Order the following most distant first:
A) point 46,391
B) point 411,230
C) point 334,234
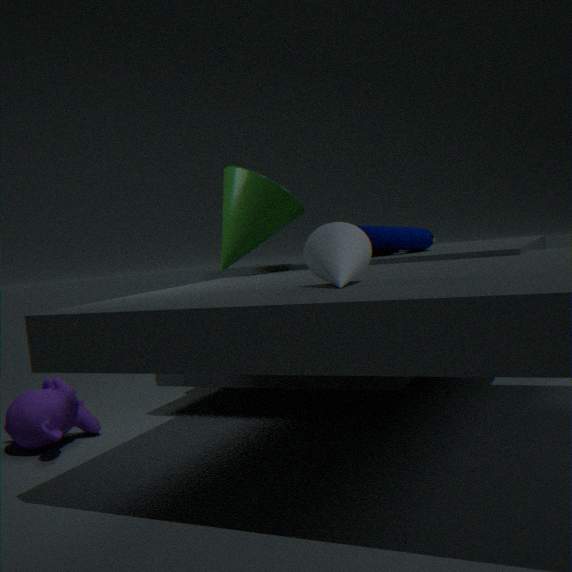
point 411,230 → point 46,391 → point 334,234
